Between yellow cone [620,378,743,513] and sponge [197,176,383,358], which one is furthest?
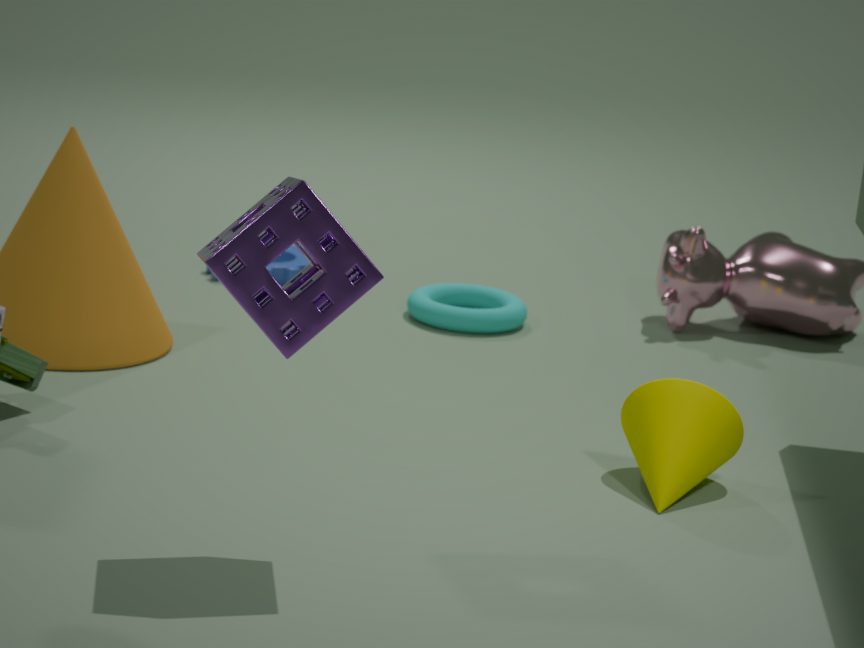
yellow cone [620,378,743,513]
